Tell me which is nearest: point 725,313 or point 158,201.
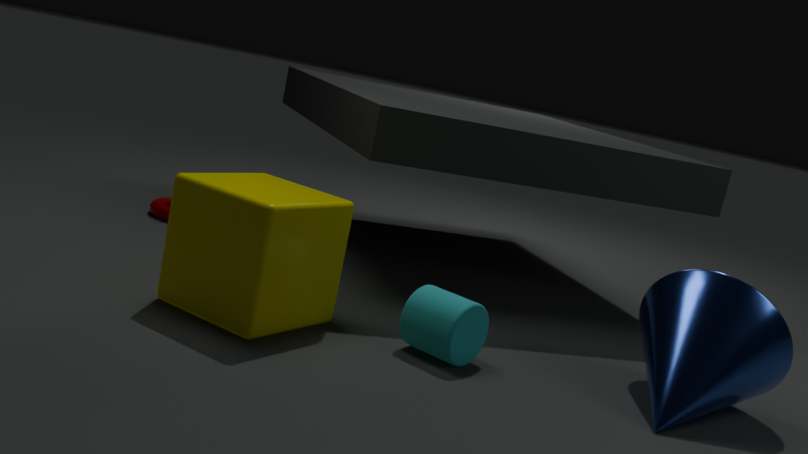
point 725,313
